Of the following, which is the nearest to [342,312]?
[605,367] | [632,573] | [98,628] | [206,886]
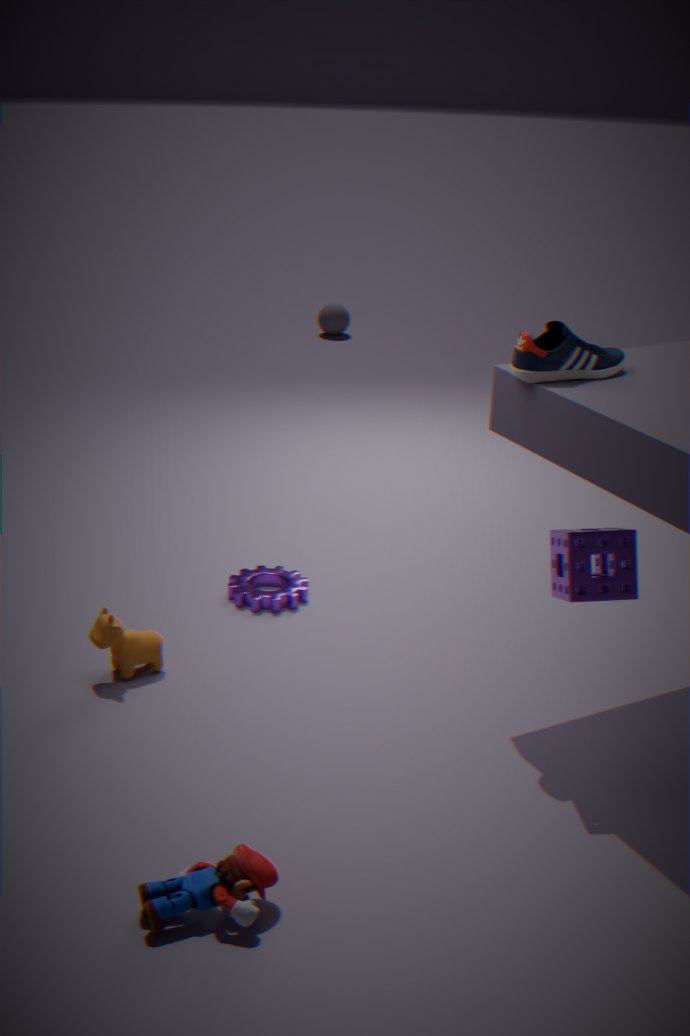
[98,628]
